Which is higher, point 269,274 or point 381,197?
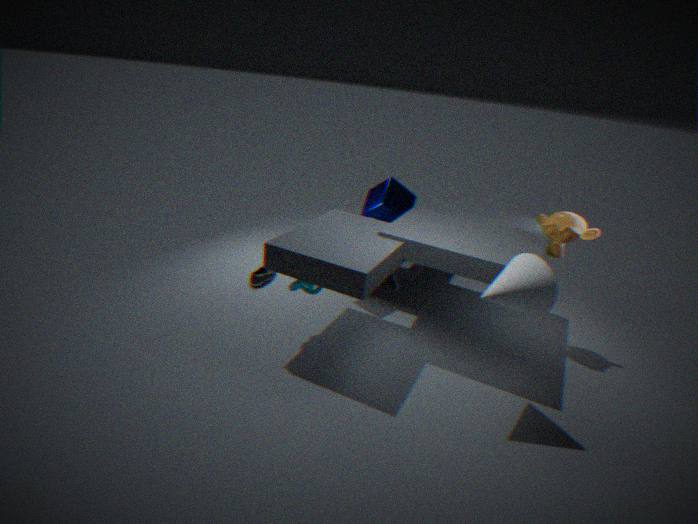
point 381,197
